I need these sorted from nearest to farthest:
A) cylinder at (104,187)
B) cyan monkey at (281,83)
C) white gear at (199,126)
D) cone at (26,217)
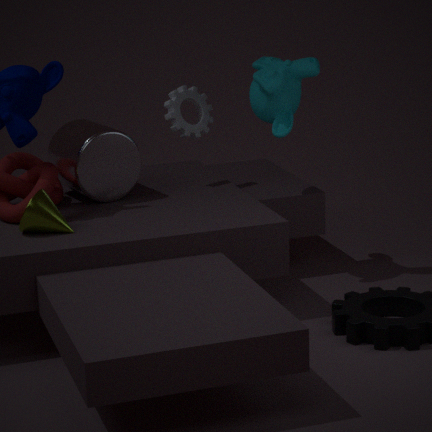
cone at (26,217) < cylinder at (104,187) < cyan monkey at (281,83) < white gear at (199,126)
